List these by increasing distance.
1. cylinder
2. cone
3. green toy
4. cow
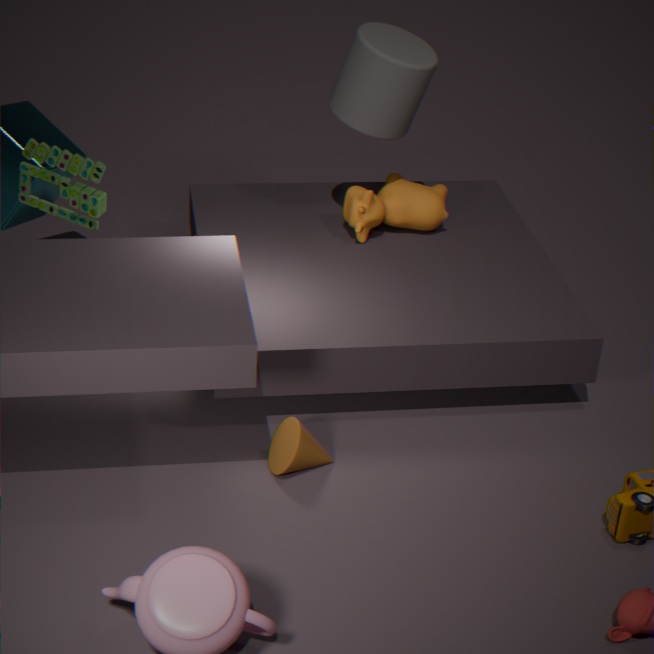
cone, green toy, cylinder, cow
